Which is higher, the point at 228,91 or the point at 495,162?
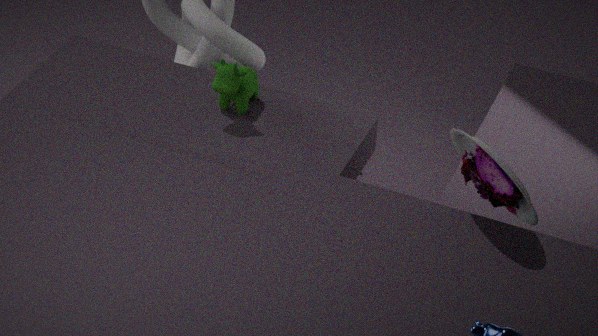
the point at 495,162
